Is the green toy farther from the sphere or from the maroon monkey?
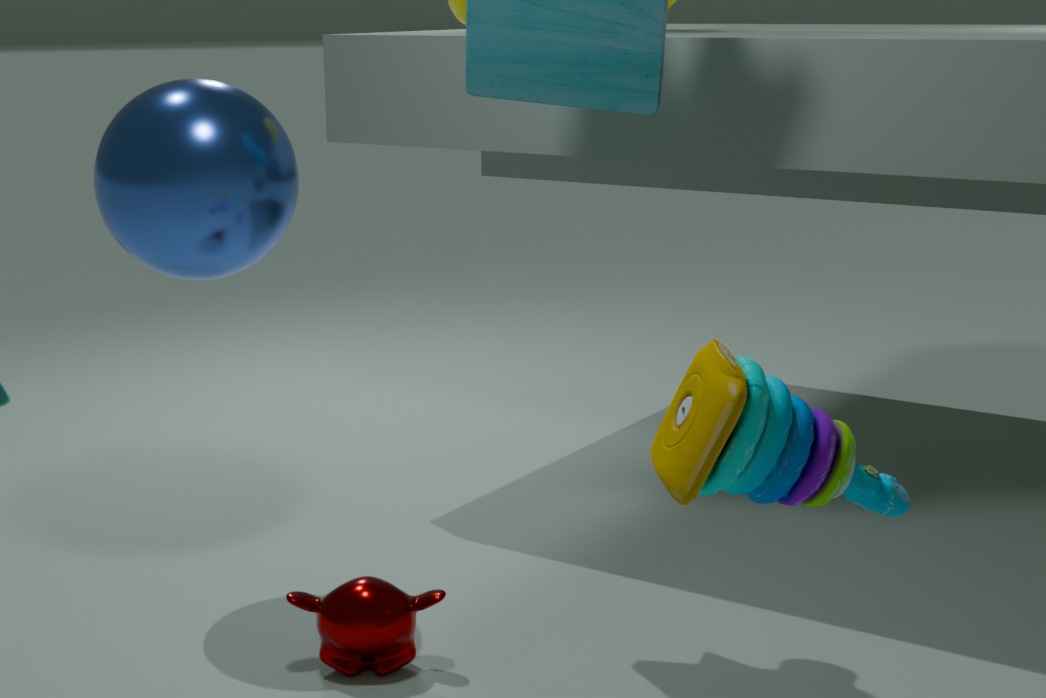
the sphere
